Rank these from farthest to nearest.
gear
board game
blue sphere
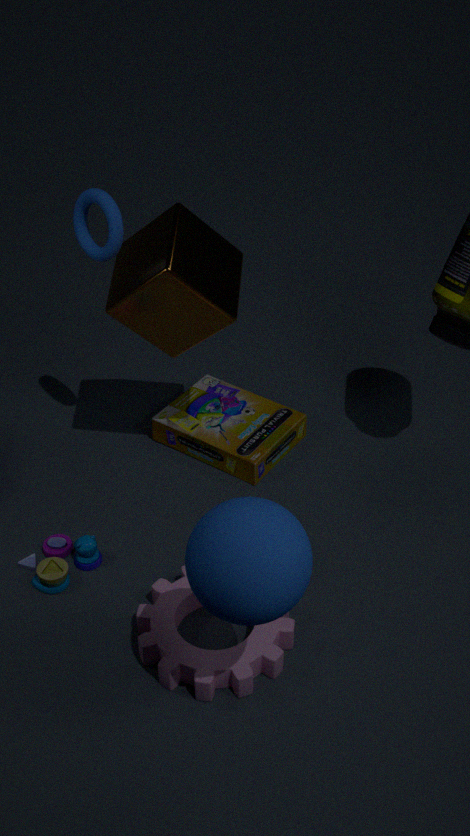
board game
gear
blue sphere
